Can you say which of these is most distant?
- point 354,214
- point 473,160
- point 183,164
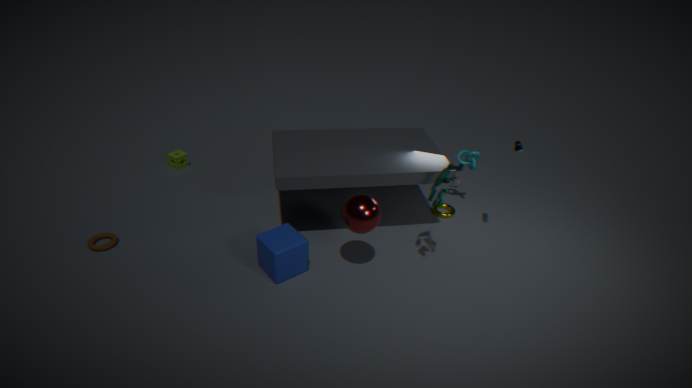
point 183,164
